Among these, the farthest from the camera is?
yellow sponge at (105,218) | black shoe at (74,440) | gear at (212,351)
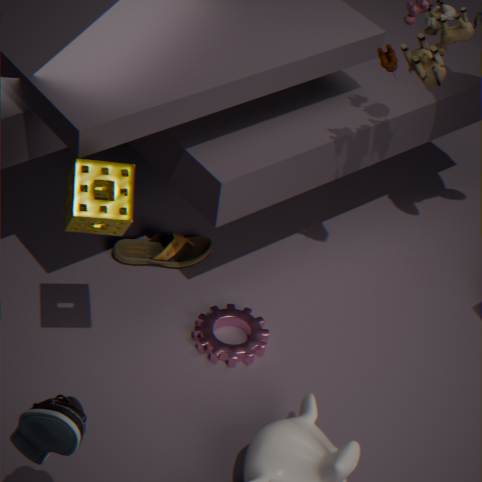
gear at (212,351)
